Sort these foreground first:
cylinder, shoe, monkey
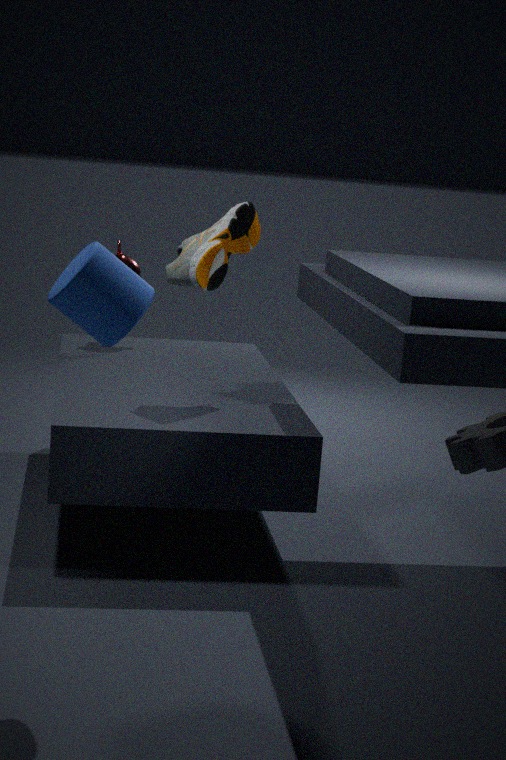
cylinder < shoe < monkey
